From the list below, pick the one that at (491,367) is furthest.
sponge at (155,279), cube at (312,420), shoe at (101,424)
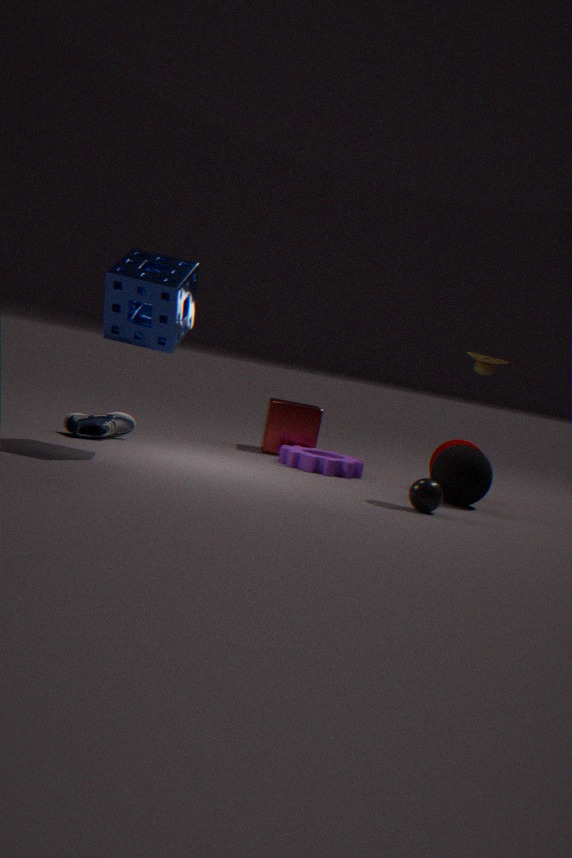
cube at (312,420)
